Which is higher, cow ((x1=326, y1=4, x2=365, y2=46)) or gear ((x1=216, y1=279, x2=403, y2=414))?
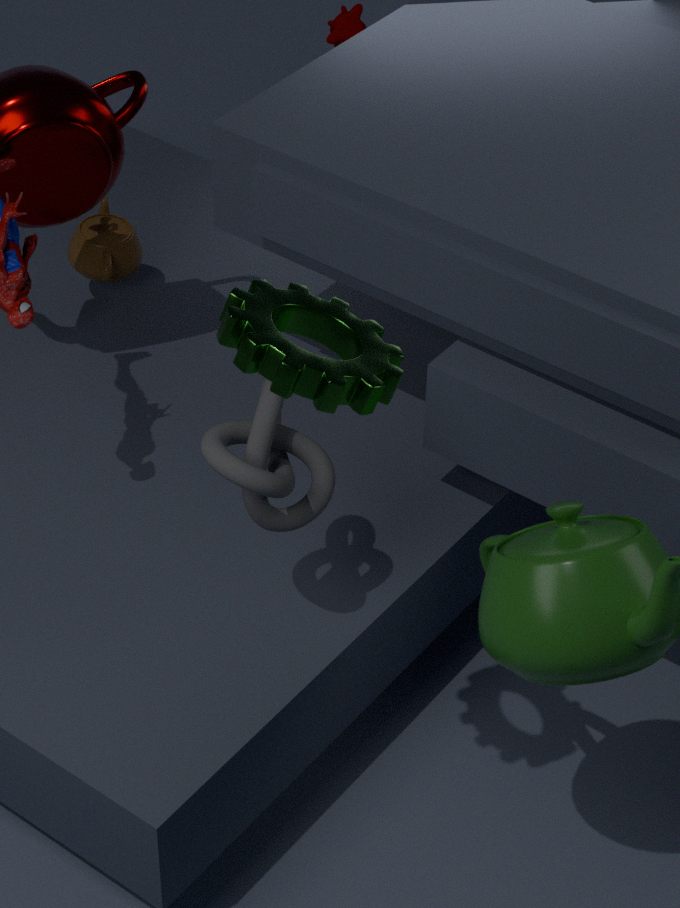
gear ((x1=216, y1=279, x2=403, y2=414))
